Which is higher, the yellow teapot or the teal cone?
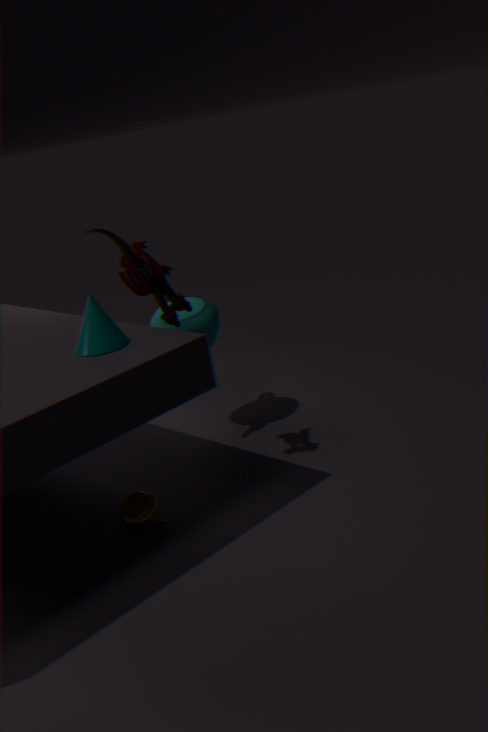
the teal cone
